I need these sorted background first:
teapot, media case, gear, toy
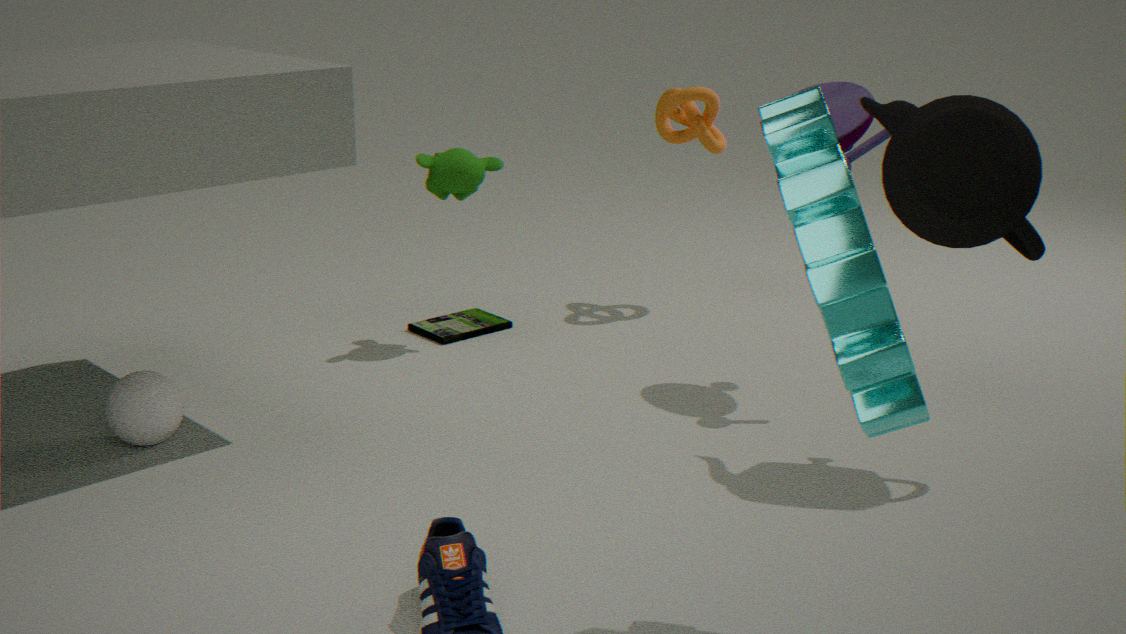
media case, toy, teapot, gear
